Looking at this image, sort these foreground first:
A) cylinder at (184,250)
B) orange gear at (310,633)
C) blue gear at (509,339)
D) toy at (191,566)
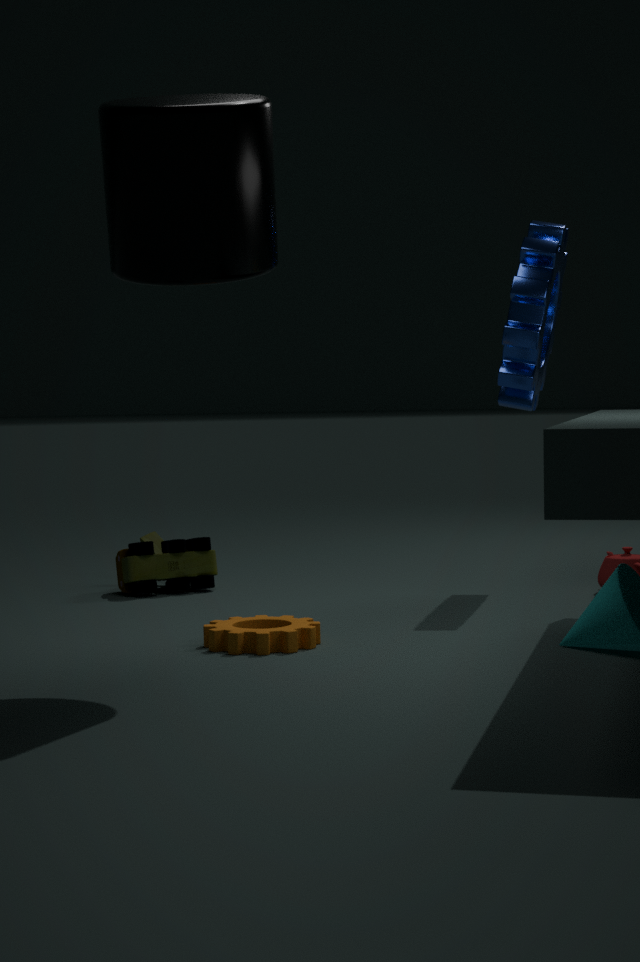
cylinder at (184,250) → orange gear at (310,633) → blue gear at (509,339) → toy at (191,566)
